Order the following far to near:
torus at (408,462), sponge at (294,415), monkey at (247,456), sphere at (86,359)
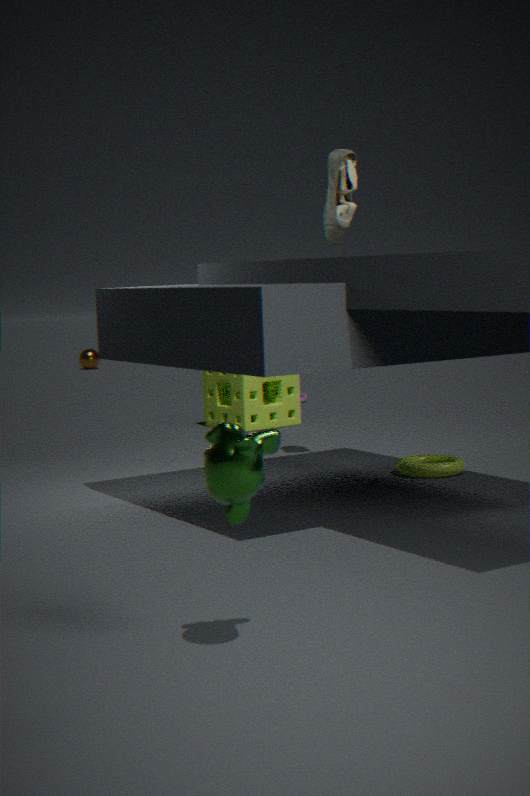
1. sphere at (86,359)
2. sponge at (294,415)
3. torus at (408,462)
4. monkey at (247,456)
